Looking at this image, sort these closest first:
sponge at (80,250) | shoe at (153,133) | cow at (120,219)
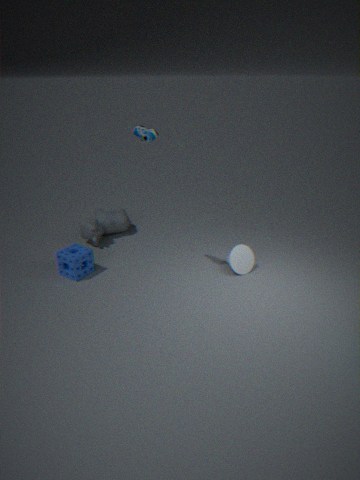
1. shoe at (153,133)
2. sponge at (80,250)
3. cow at (120,219)
